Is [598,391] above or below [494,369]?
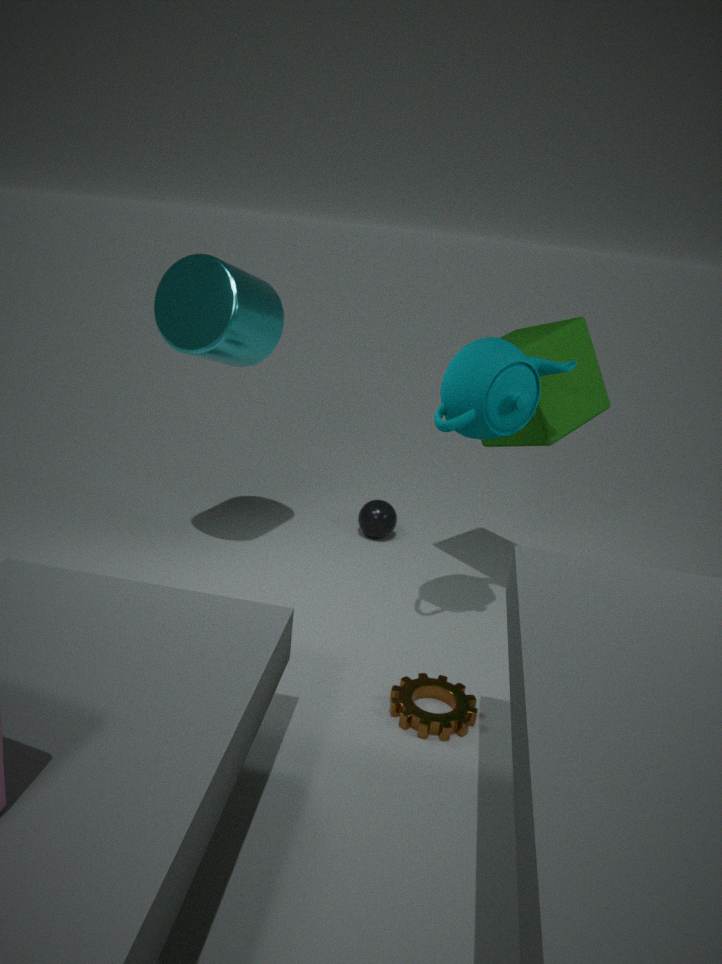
below
